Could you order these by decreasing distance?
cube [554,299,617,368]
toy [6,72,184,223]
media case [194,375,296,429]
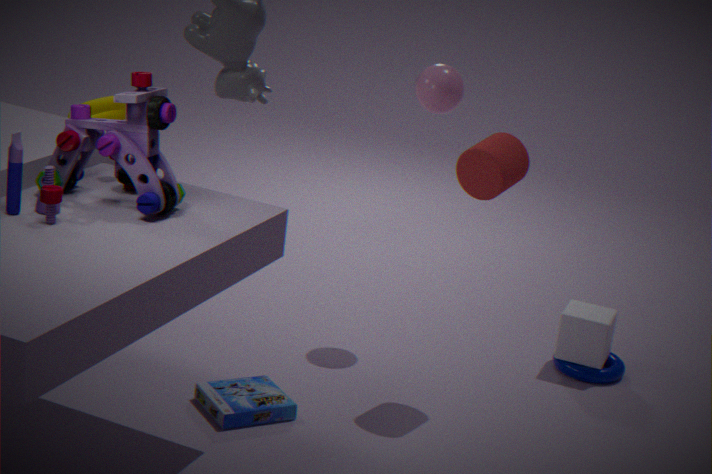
cube [554,299,617,368]
media case [194,375,296,429]
toy [6,72,184,223]
